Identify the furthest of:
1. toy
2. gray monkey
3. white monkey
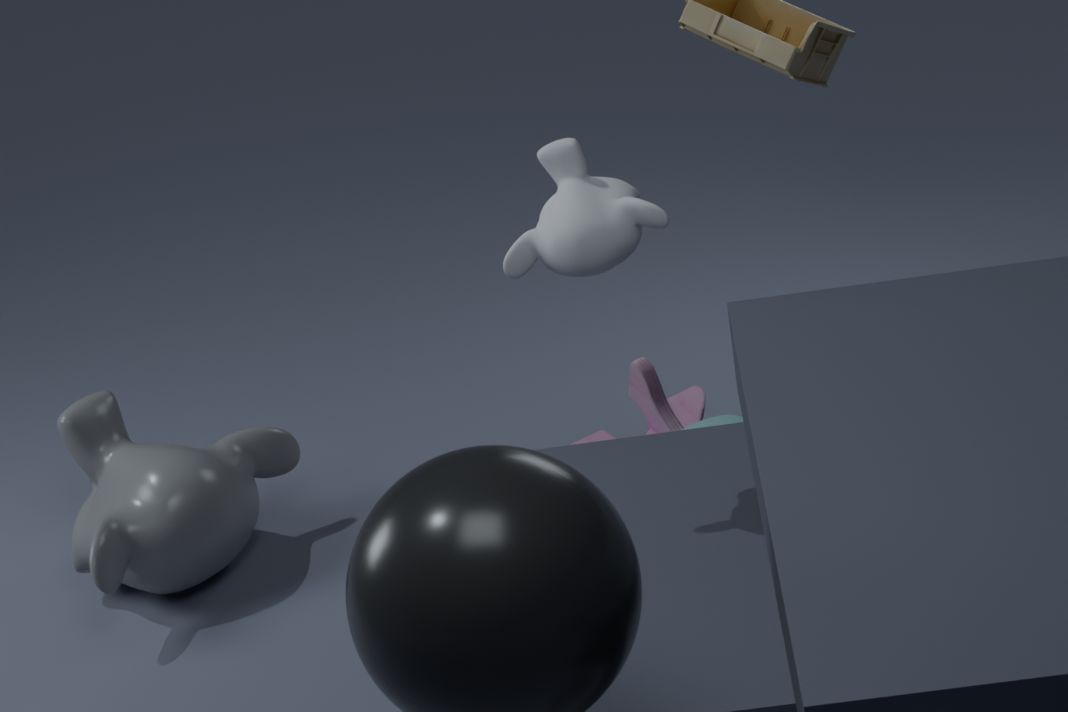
toy
